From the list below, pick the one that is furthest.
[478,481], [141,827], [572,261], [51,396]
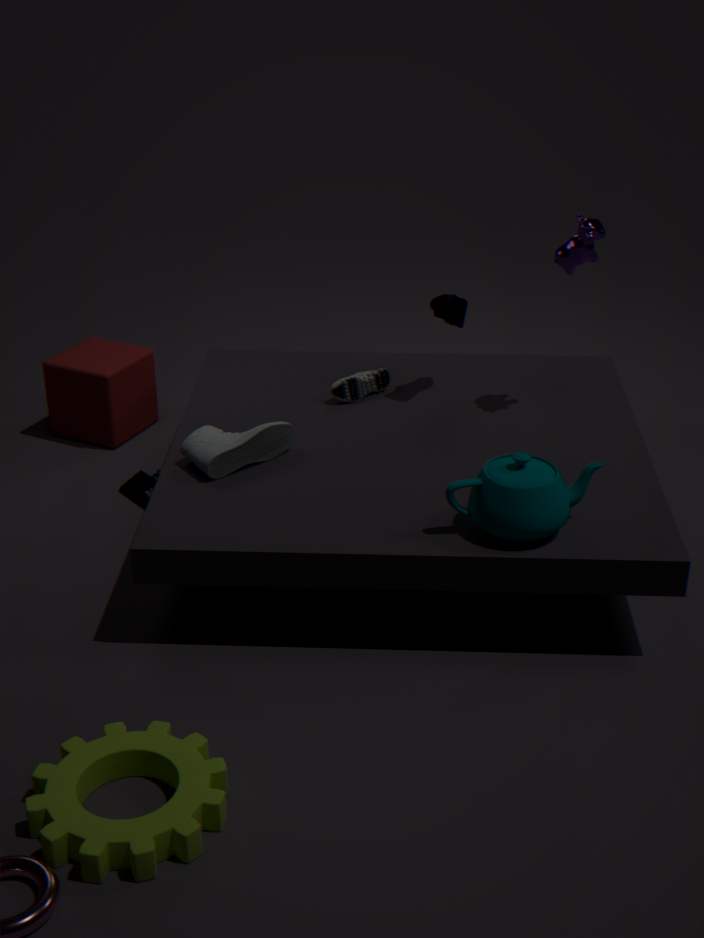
[51,396]
